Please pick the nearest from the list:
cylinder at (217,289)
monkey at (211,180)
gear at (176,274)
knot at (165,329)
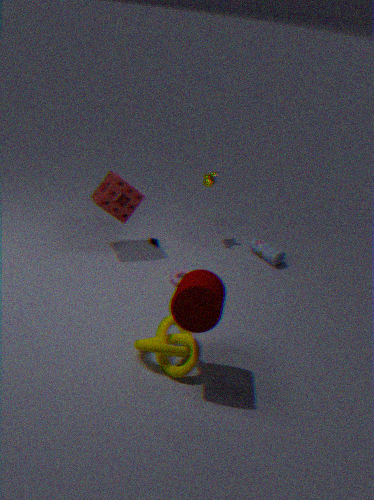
cylinder at (217,289)
